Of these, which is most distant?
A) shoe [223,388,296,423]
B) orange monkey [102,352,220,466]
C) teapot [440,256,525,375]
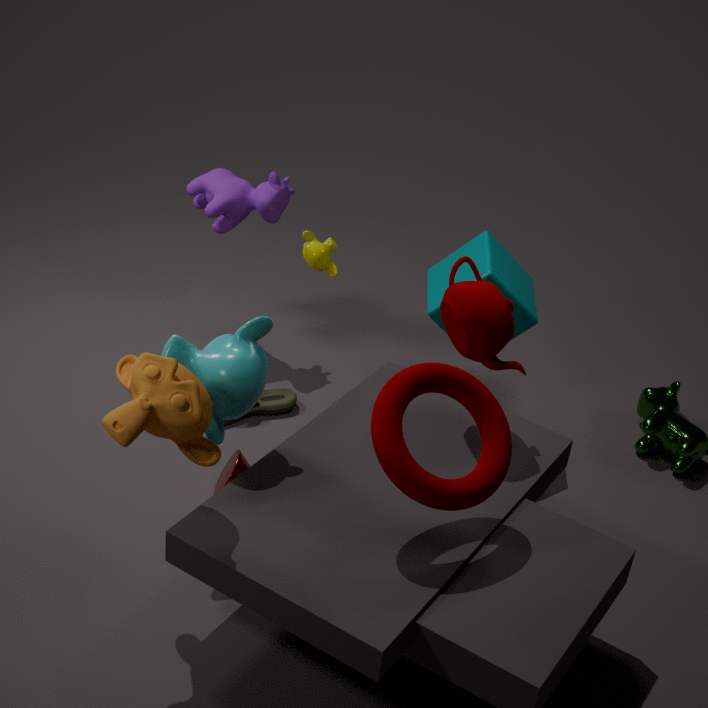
shoe [223,388,296,423]
